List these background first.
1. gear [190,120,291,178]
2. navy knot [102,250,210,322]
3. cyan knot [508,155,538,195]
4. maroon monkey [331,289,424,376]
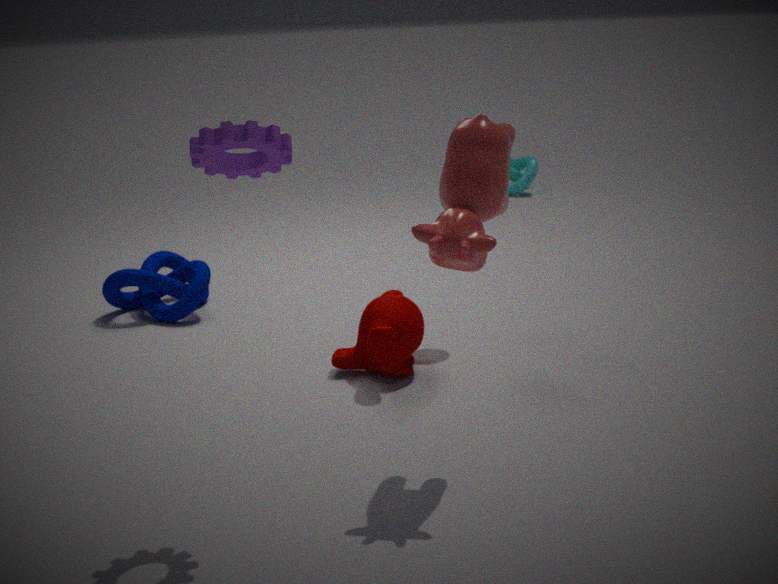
1. cyan knot [508,155,538,195]
2. navy knot [102,250,210,322]
3. maroon monkey [331,289,424,376]
4. gear [190,120,291,178]
